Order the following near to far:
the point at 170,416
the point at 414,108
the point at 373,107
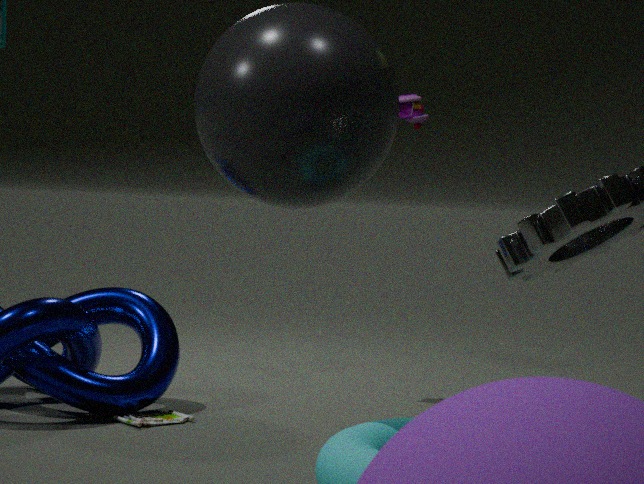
the point at 373,107 < the point at 170,416 < the point at 414,108
